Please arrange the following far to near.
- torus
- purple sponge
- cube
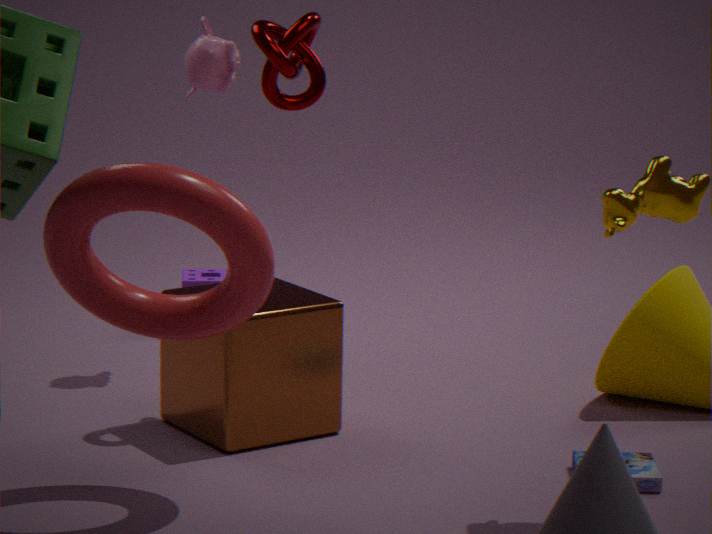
purple sponge
cube
torus
